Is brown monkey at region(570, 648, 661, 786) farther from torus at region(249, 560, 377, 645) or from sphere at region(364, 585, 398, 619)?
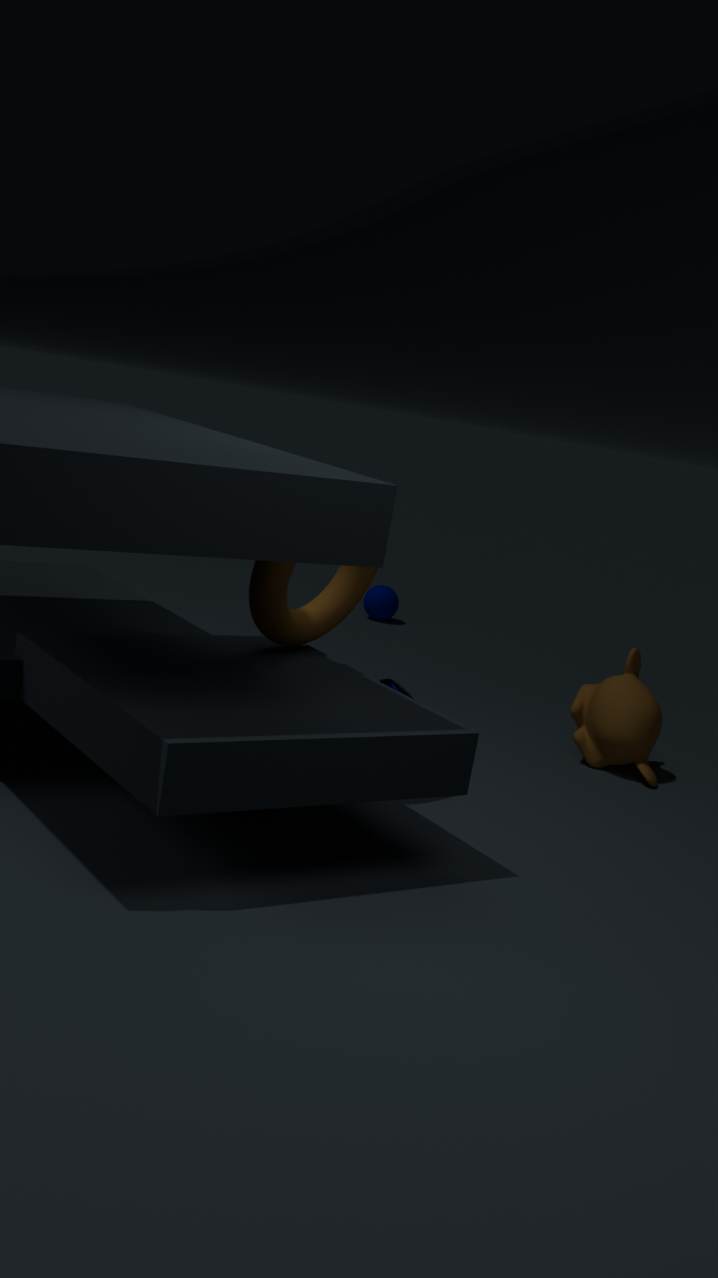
sphere at region(364, 585, 398, 619)
